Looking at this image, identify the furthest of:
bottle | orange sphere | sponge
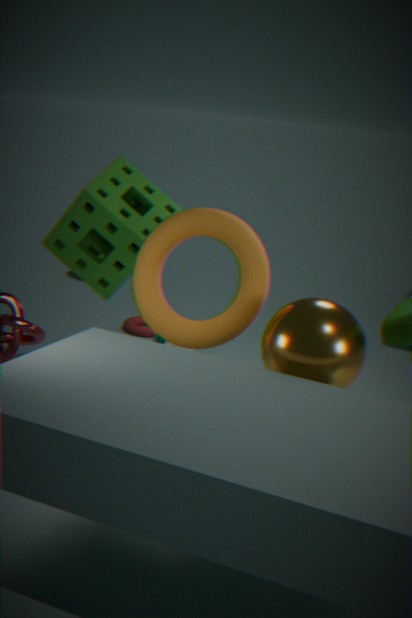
bottle
